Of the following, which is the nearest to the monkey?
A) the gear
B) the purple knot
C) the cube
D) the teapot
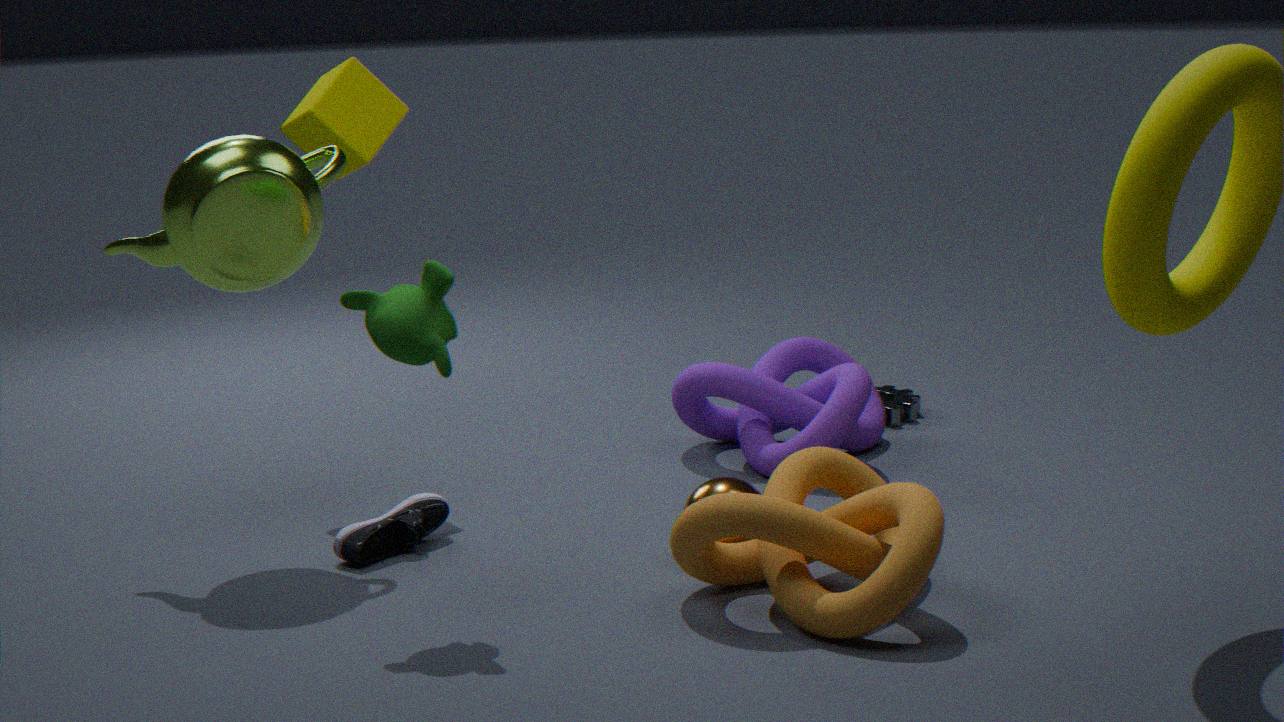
the teapot
